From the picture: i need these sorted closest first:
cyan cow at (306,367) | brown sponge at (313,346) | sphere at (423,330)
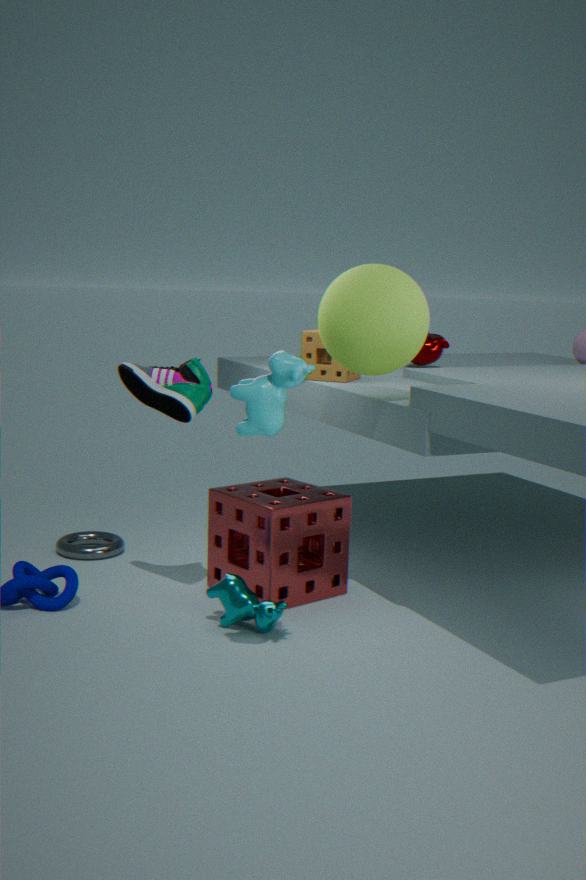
cyan cow at (306,367), sphere at (423,330), brown sponge at (313,346)
